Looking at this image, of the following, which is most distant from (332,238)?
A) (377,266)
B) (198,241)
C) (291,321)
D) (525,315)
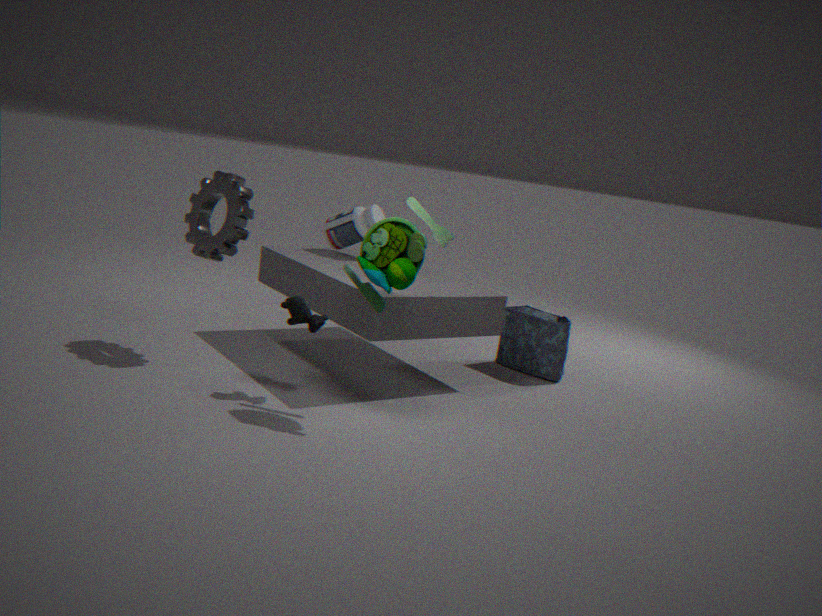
(525,315)
